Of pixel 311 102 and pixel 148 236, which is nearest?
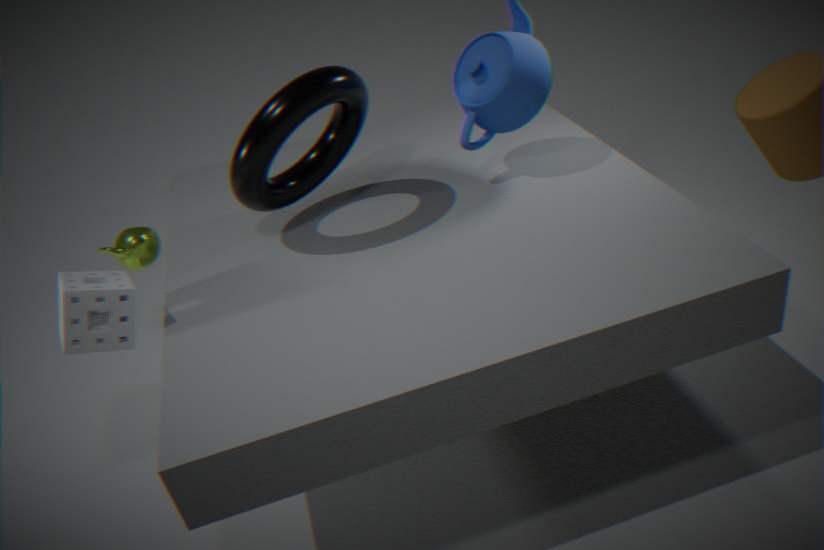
pixel 311 102
